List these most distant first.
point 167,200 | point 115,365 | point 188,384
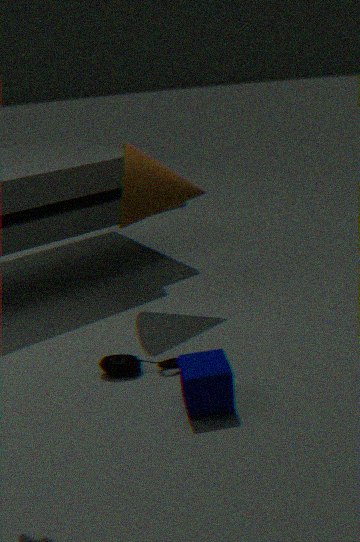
point 167,200 < point 115,365 < point 188,384
